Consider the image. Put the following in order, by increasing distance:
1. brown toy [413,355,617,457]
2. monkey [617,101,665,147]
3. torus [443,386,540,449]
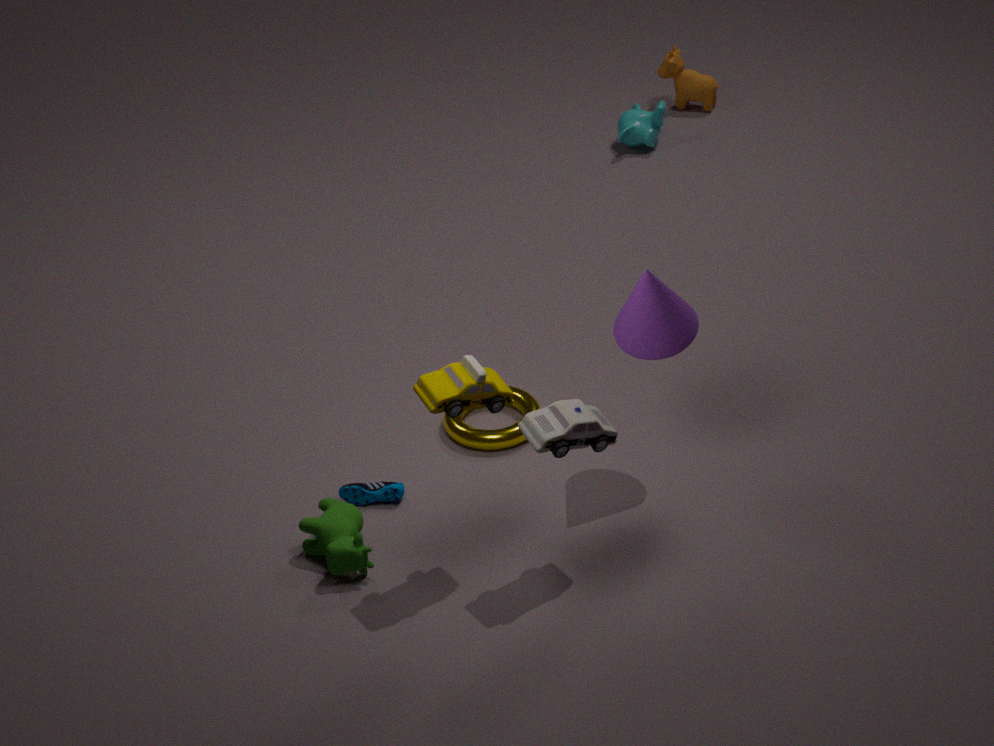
brown toy [413,355,617,457], torus [443,386,540,449], monkey [617,101,665,147]
